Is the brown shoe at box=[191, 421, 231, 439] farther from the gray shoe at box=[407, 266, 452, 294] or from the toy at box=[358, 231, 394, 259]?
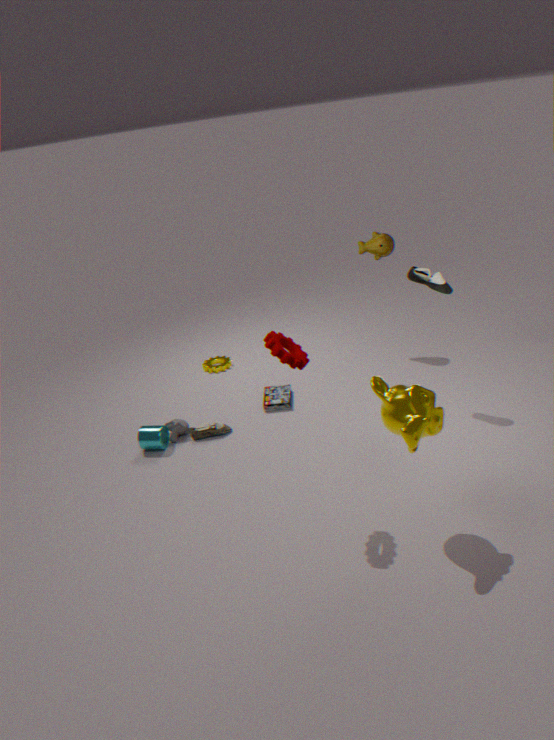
the toy at box=[358, 231, 394, 259]
